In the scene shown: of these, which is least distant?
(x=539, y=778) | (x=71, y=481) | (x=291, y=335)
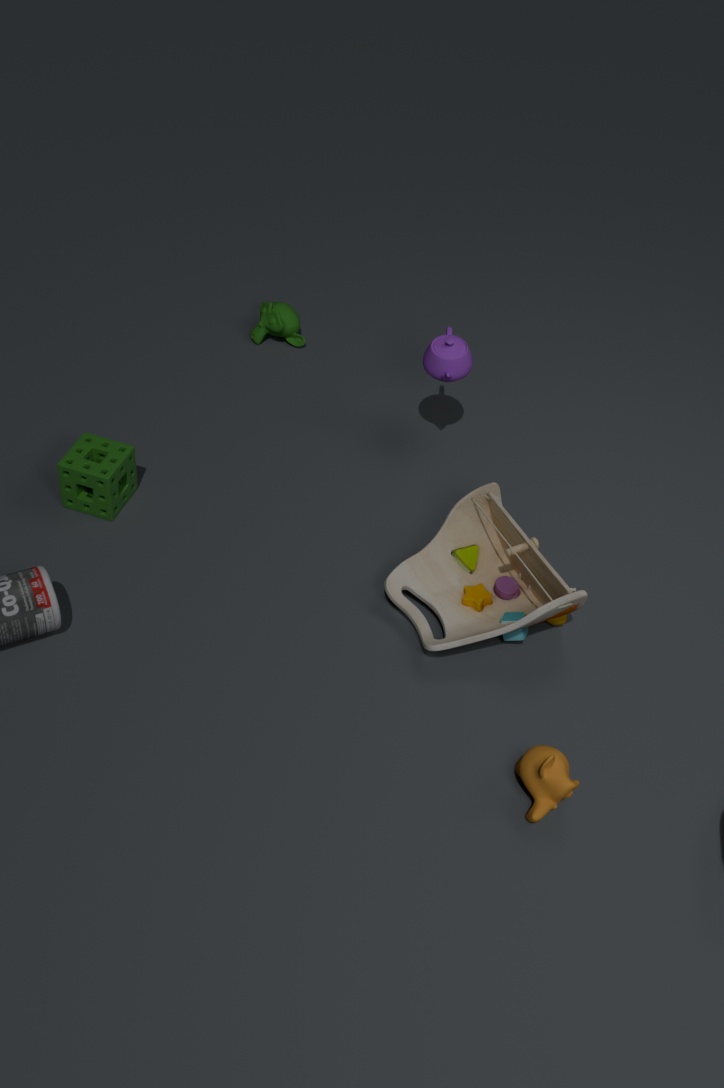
(x=539, y=778)
